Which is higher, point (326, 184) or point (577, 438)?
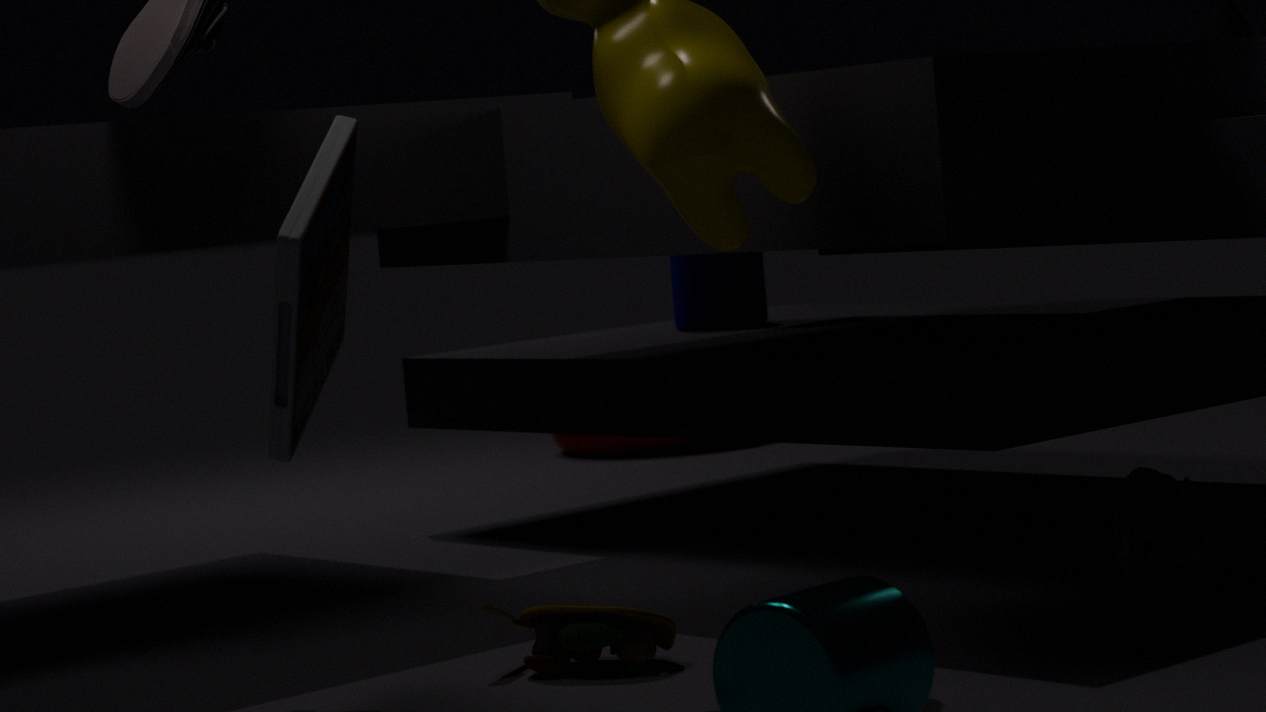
point (326, 184)
